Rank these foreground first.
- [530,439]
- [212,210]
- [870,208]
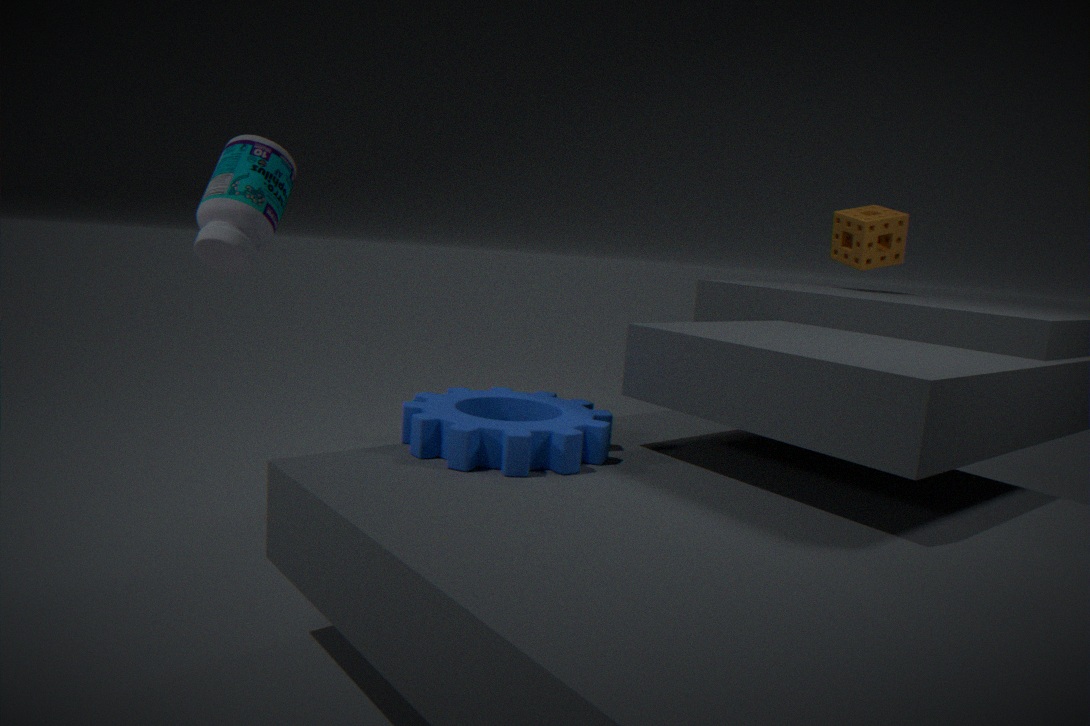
[530,439] < [212,210] < [870,208]
